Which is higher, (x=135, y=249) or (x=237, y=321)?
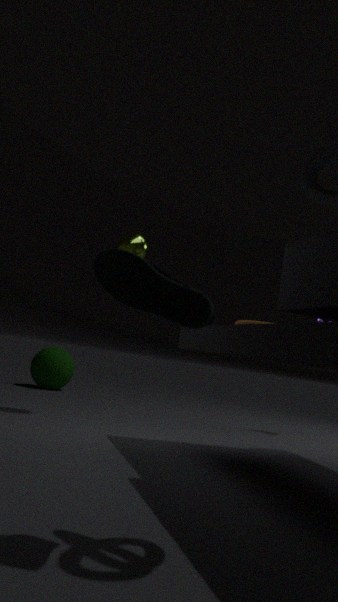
(x=135, y=249)
